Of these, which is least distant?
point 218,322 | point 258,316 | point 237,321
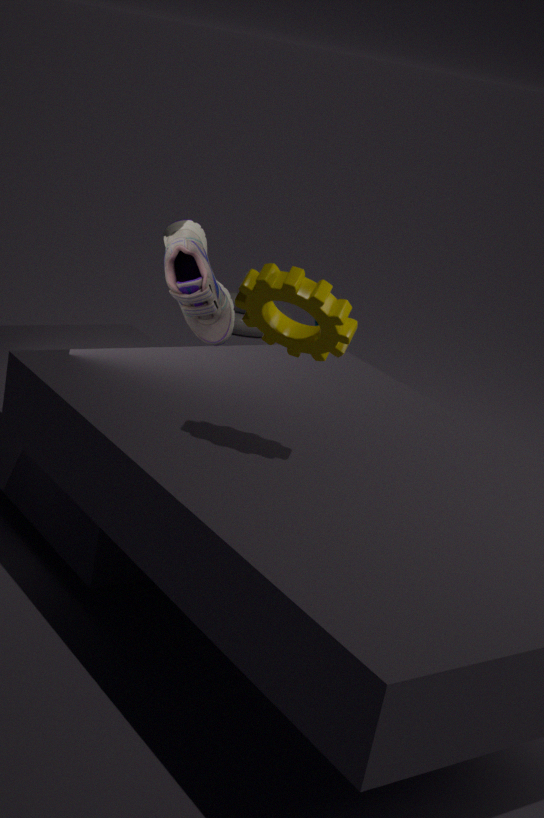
point 258,316
